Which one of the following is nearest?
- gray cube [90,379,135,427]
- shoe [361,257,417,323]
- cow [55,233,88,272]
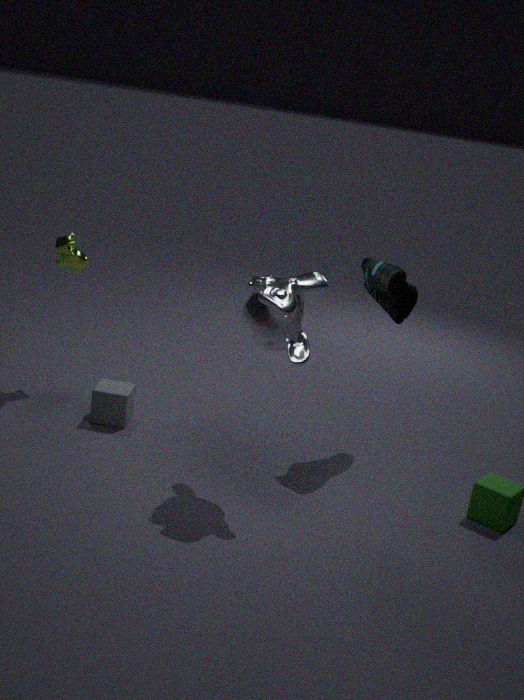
shoe [361,257,417,323]
